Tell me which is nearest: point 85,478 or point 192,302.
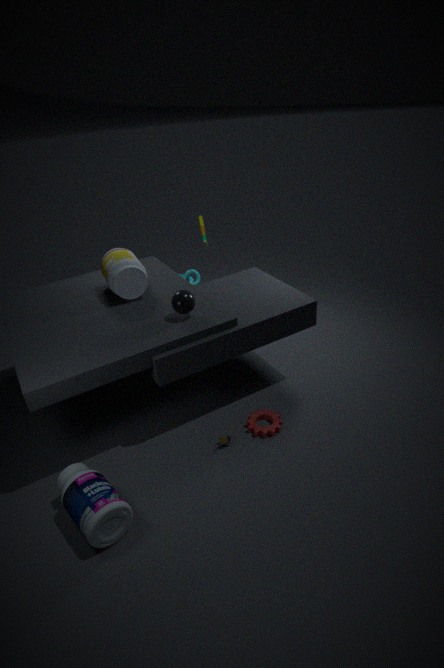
point 85,478
